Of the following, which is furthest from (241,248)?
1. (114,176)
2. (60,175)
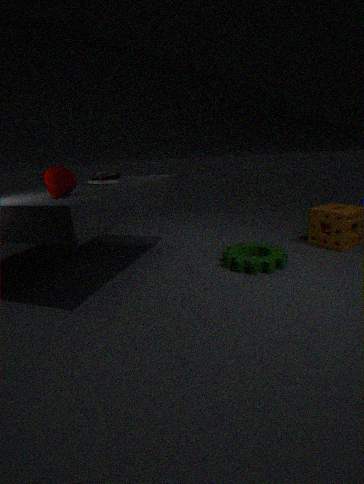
(60,175)
